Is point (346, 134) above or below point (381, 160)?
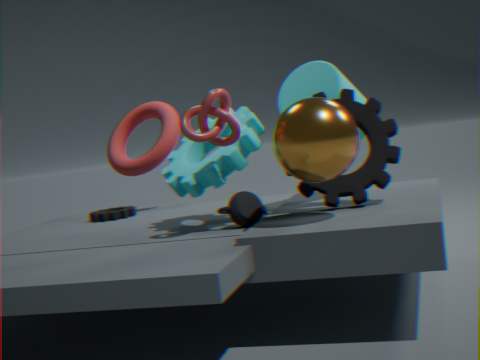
above
